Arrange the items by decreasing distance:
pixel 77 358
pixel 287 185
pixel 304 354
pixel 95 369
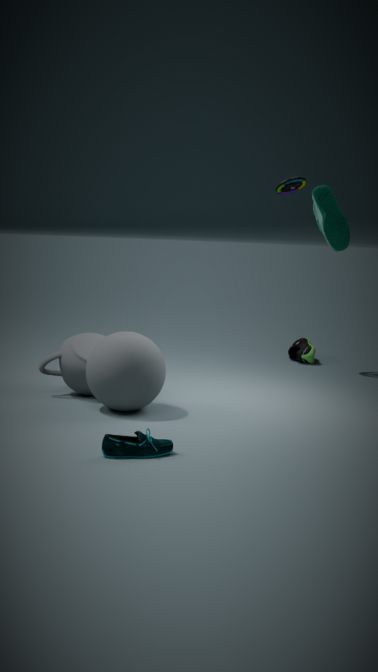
pixel 304 354, pixel 287 185, pixel 77 358, pixel 95 369
